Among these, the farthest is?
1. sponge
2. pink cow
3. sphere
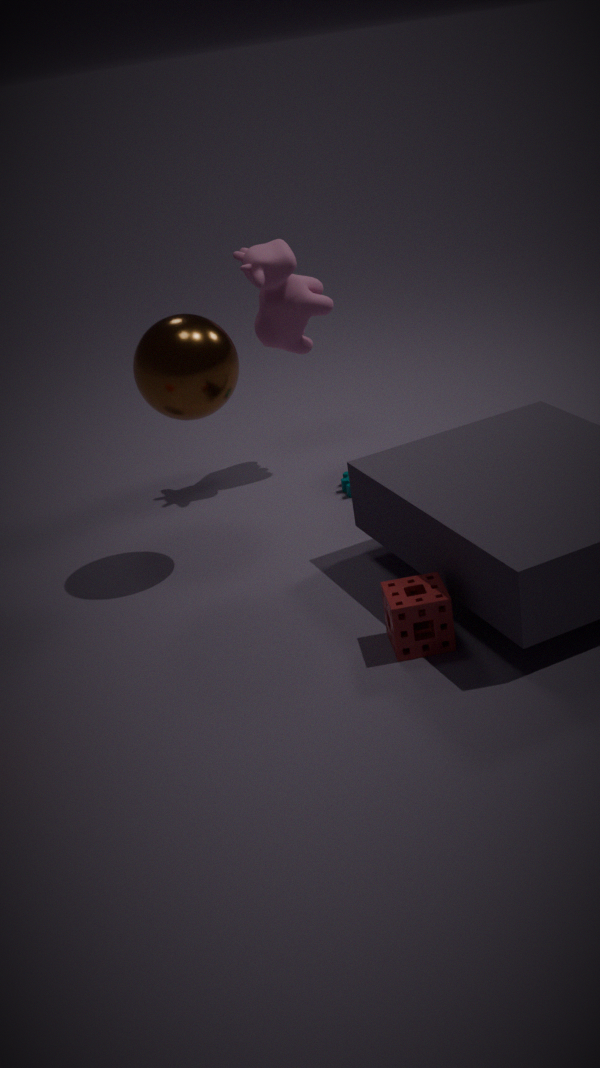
pink cow
